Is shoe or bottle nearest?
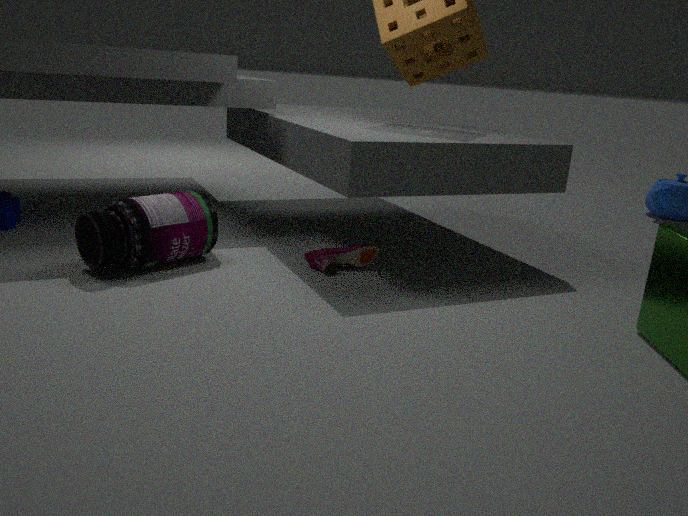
bottle
